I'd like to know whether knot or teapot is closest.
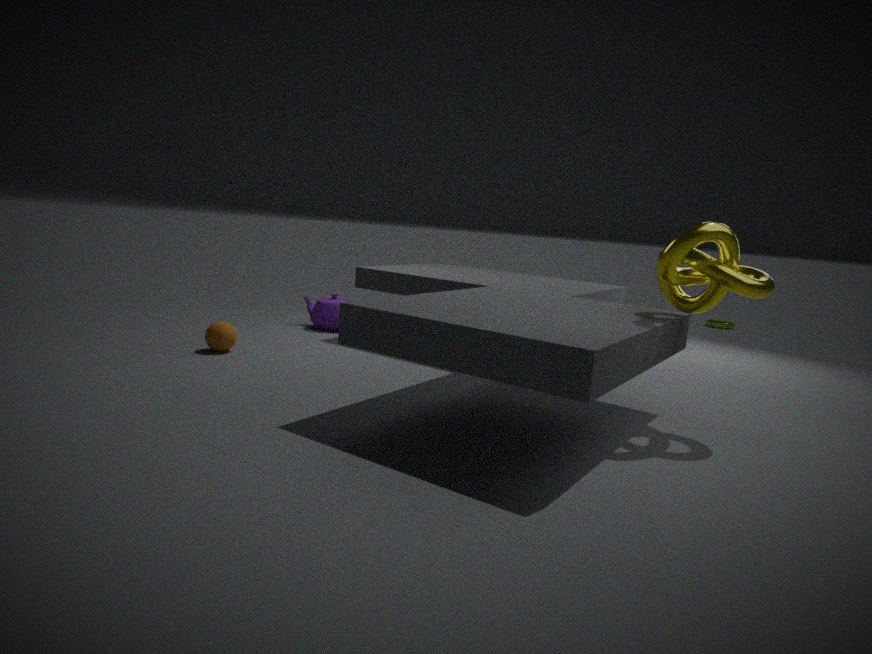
knot
